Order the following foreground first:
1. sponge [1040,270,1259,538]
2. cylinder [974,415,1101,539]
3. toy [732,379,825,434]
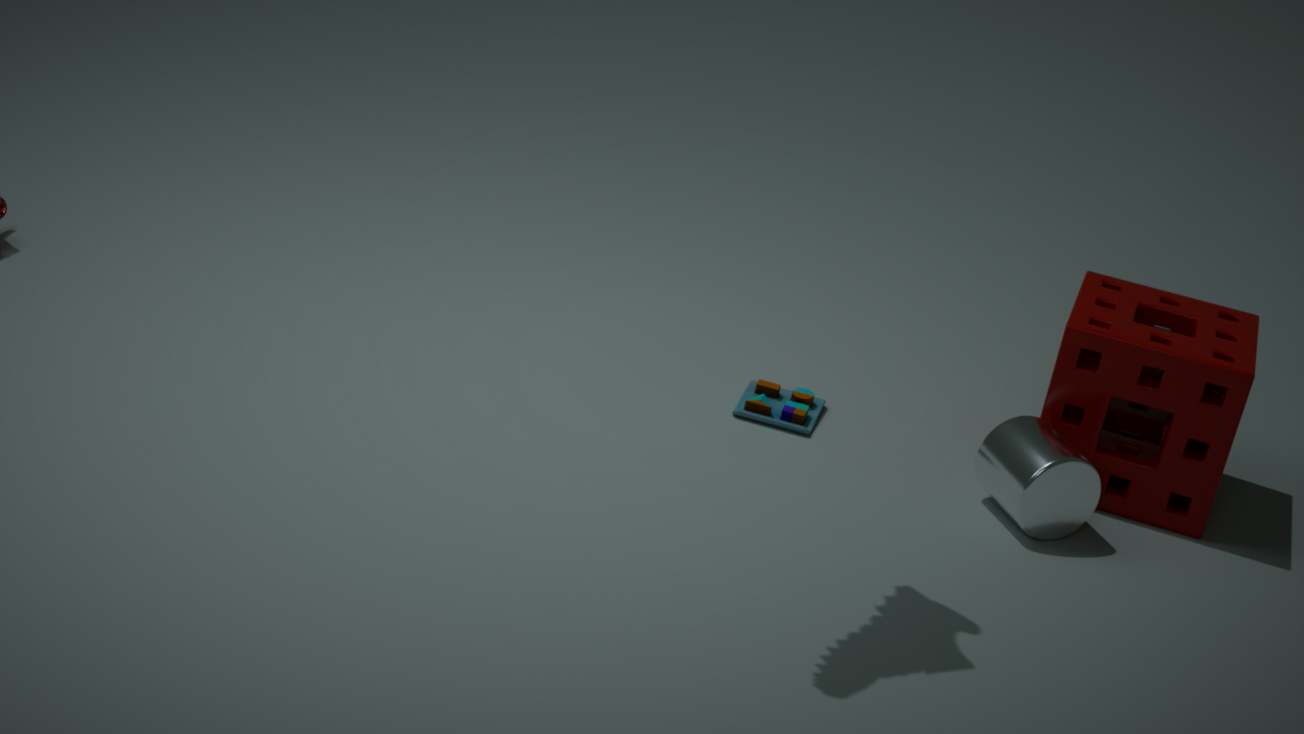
1. cylinder [974,415,1101,539]
2. sponge [1040,270,1259,538]
3. toy [732,379,825,434]
